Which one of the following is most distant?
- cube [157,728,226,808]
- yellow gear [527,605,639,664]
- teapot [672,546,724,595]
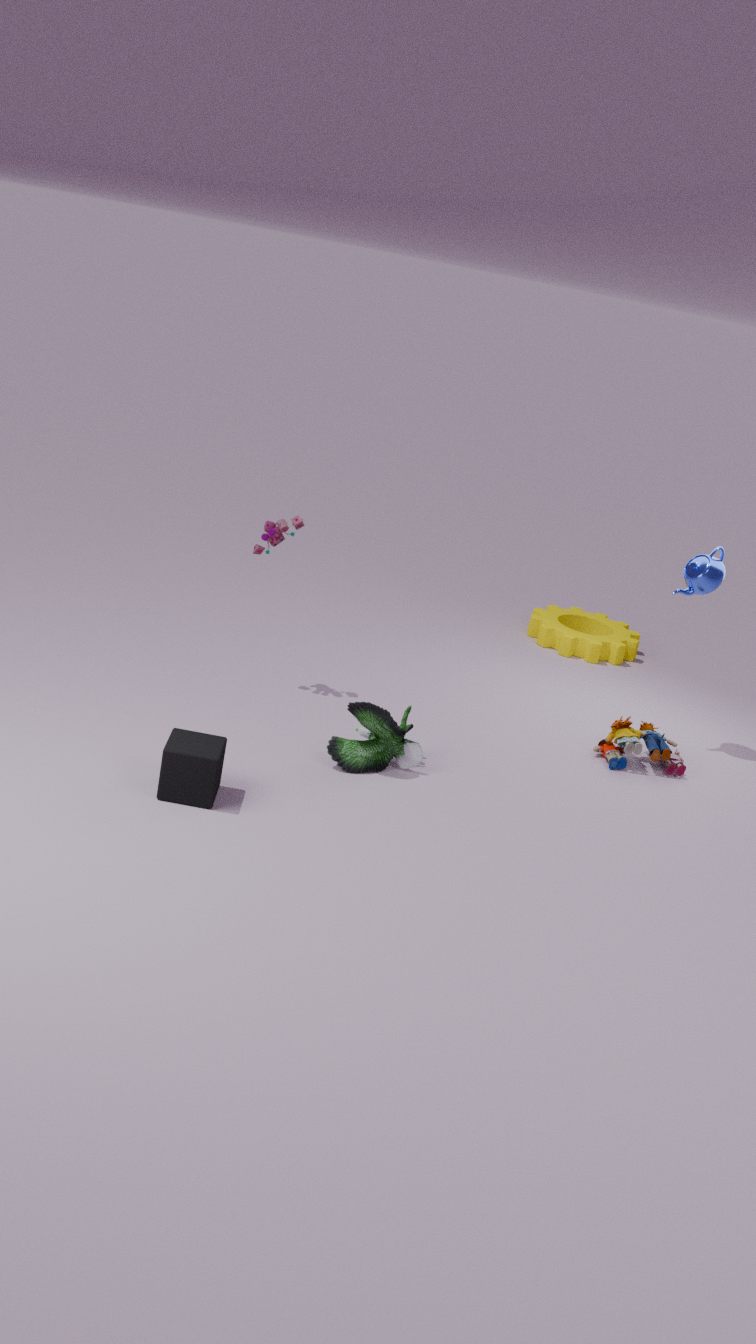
yellow gear [527,605,639,664]
